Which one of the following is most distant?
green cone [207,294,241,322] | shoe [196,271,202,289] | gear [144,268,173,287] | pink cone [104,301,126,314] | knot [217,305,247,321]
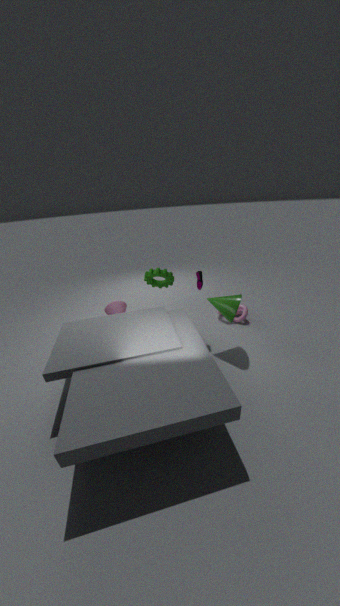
pink cone [104,301,126,314]
